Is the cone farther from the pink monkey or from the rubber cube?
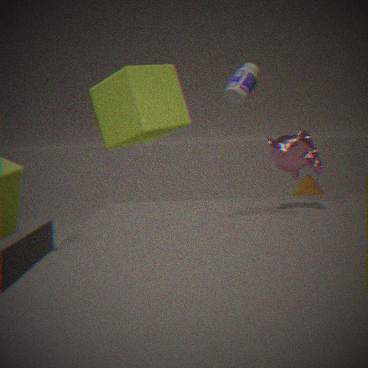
the pink monkey
